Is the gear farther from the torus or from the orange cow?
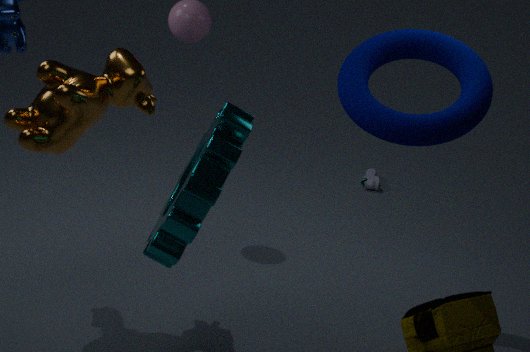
the torus
